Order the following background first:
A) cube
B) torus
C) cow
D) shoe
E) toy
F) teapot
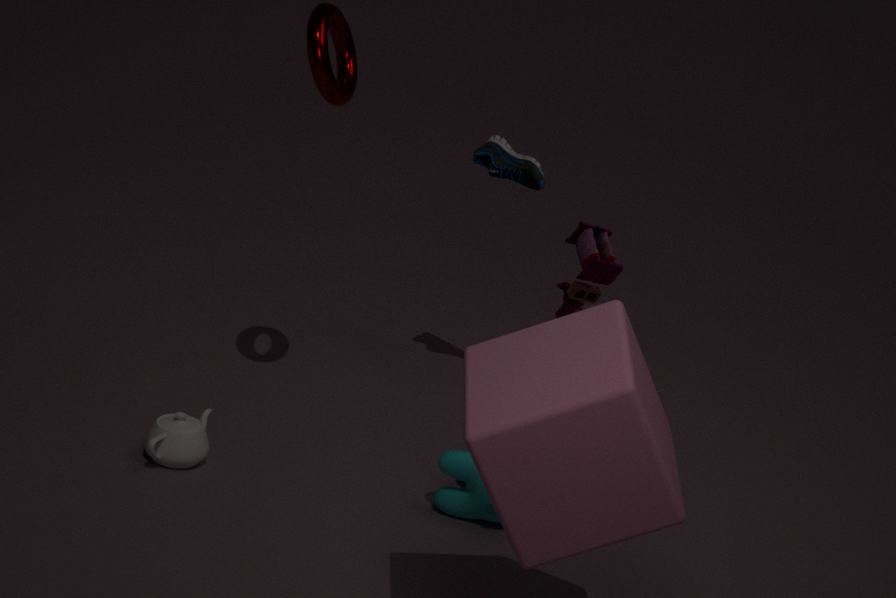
shoe
teapot
toy
cow
torus
cube
